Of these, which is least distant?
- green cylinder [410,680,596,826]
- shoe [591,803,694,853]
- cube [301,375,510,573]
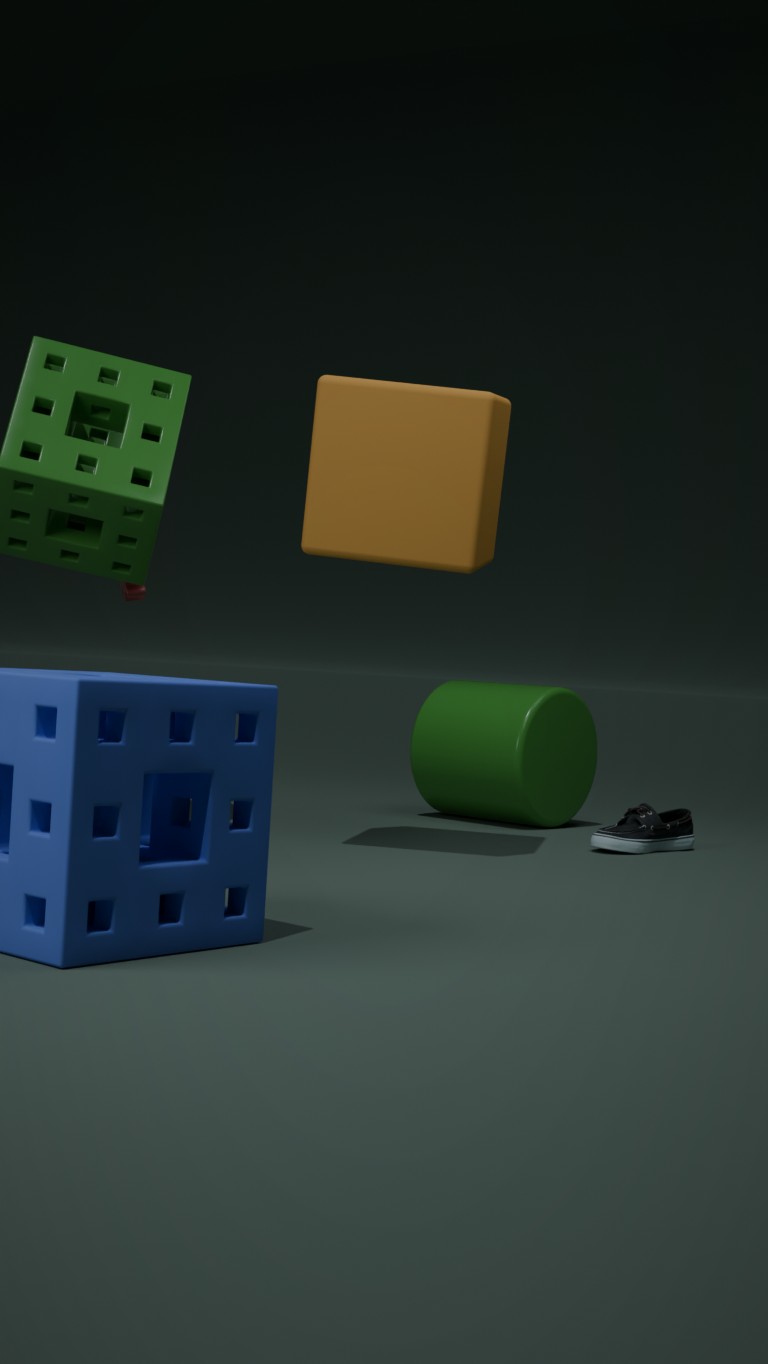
cube [301,375,510,573]
